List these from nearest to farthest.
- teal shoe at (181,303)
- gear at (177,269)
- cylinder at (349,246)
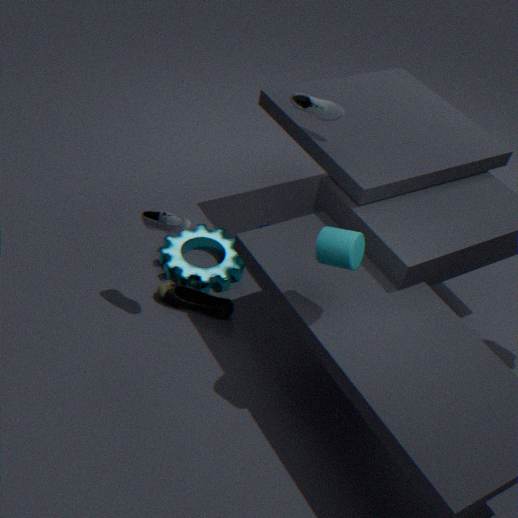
cylinder at (349,246)
teal shoe at (181,303)
gear at (177,269)
